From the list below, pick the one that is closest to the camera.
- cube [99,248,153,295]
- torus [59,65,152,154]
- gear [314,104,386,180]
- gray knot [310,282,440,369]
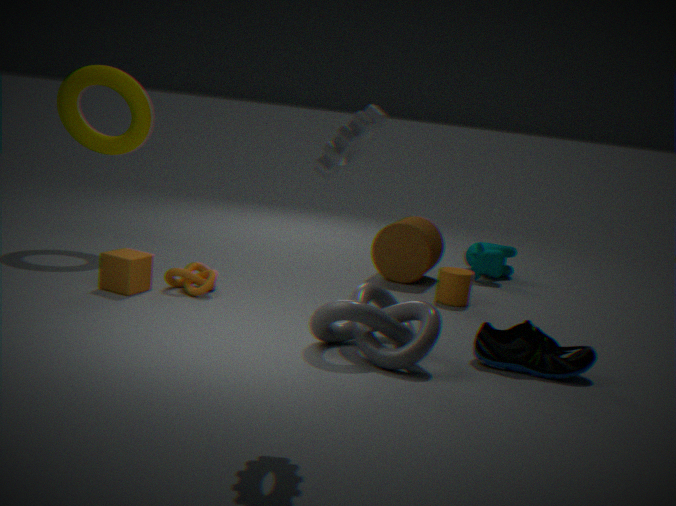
gear [314,104,386,180]
